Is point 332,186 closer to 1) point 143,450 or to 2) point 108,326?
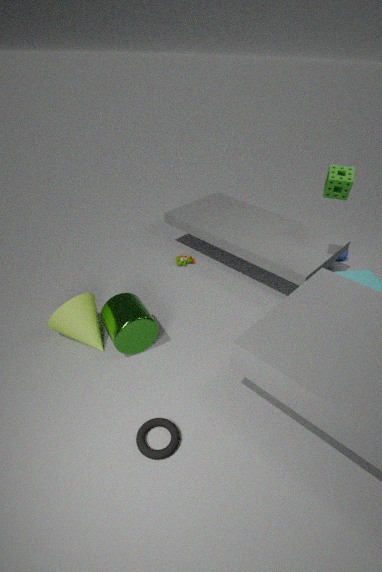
2) point 108,326
